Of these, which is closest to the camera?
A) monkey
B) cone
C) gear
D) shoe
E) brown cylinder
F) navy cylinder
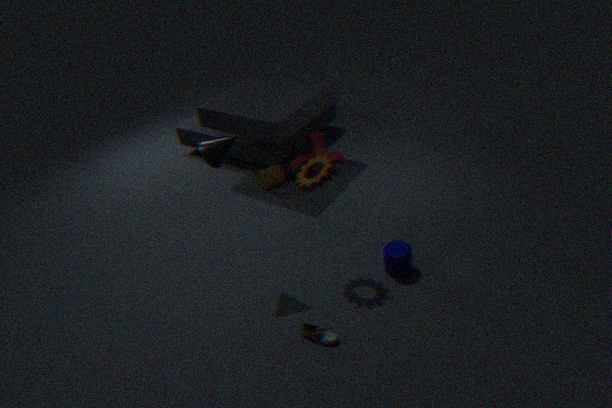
shoe
